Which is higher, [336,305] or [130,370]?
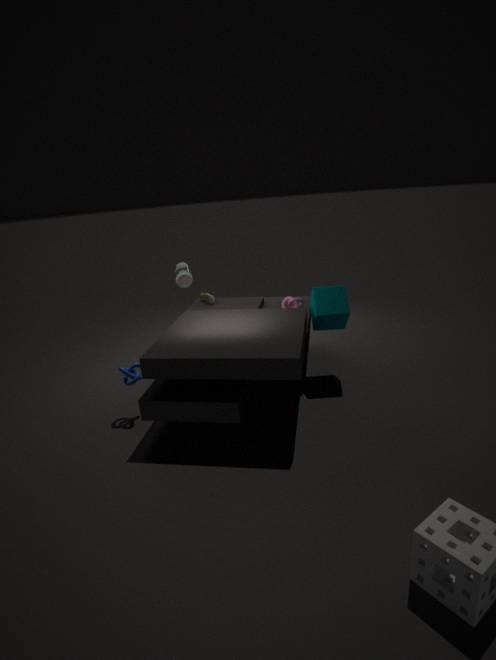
[336,305]
